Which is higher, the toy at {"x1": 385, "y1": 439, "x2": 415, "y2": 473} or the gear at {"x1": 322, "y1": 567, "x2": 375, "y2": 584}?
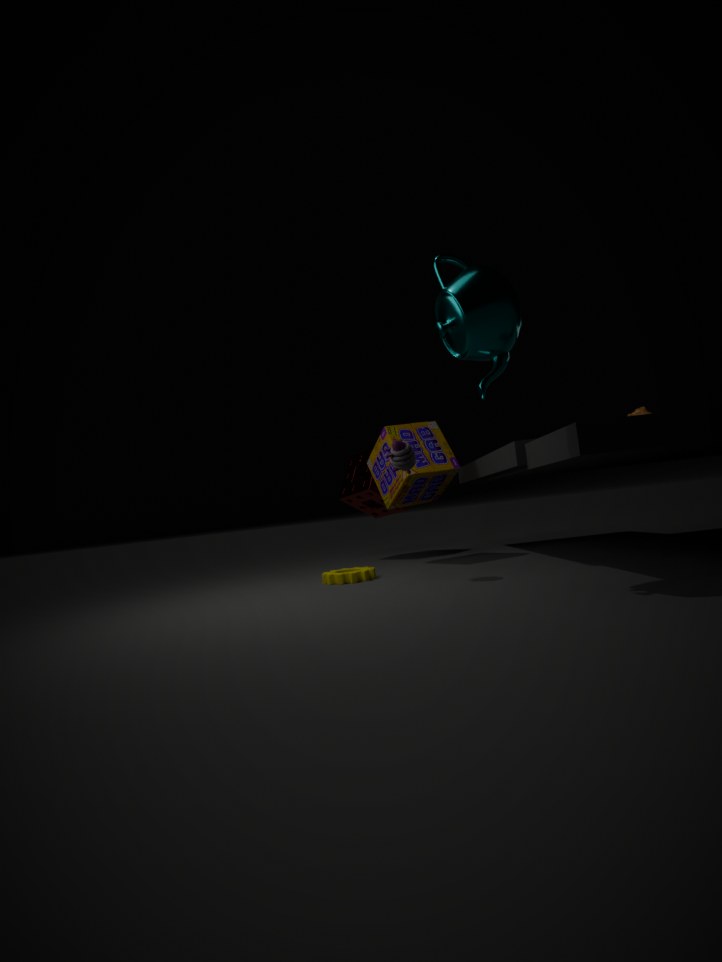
the toy at {"x1": 385, "y1": 439, "x2": 415, "y2": 473}
